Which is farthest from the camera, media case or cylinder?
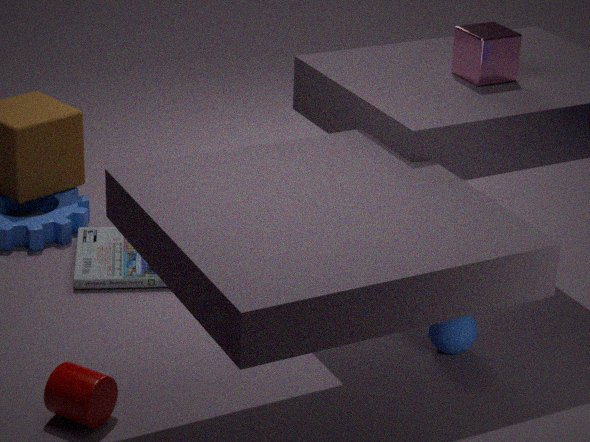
media case
